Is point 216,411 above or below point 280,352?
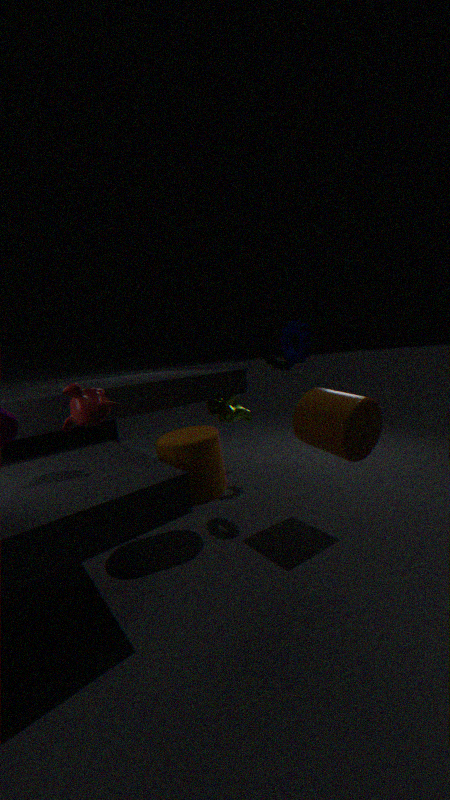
below
